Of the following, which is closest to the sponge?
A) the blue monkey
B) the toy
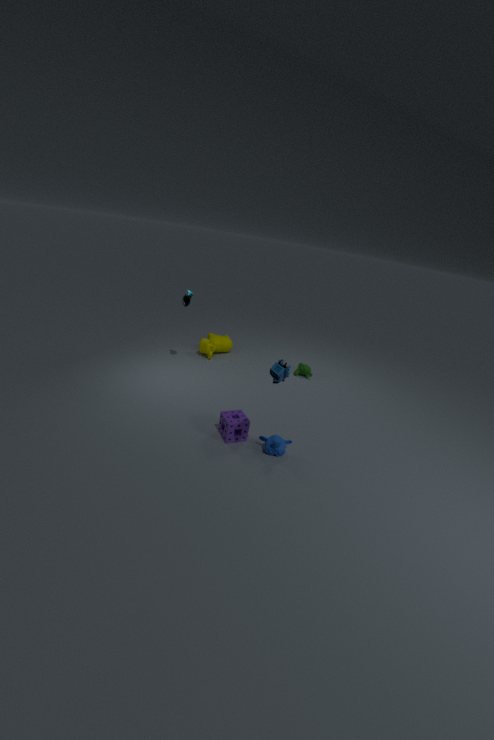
the blue monkey
